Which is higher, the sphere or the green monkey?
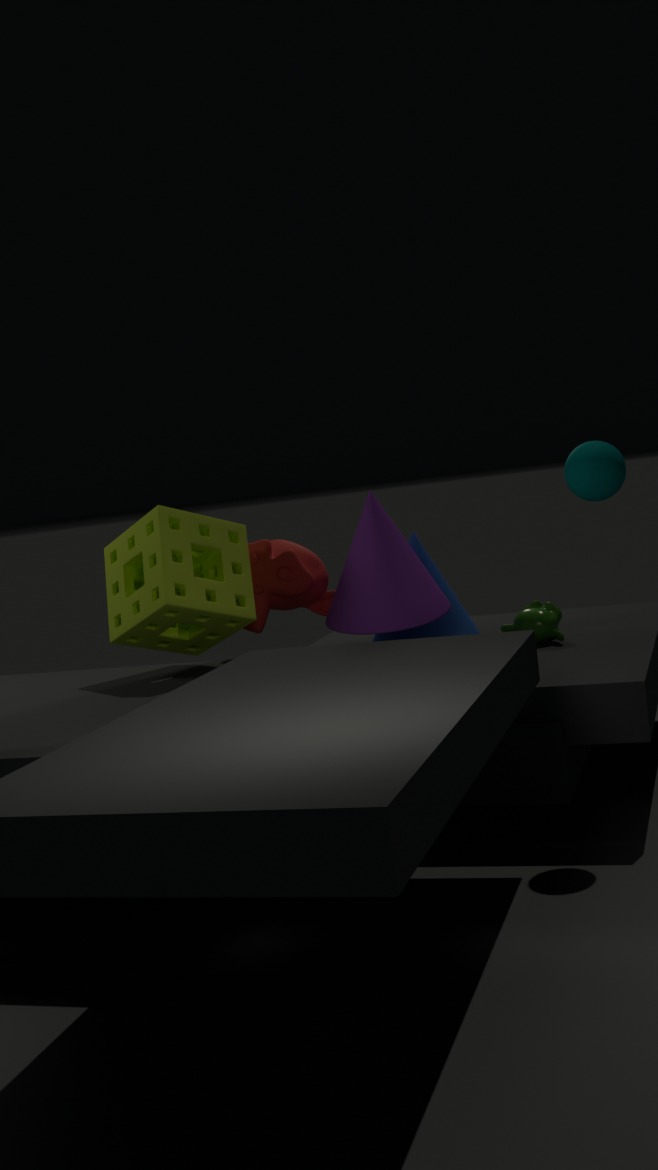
the sphere
